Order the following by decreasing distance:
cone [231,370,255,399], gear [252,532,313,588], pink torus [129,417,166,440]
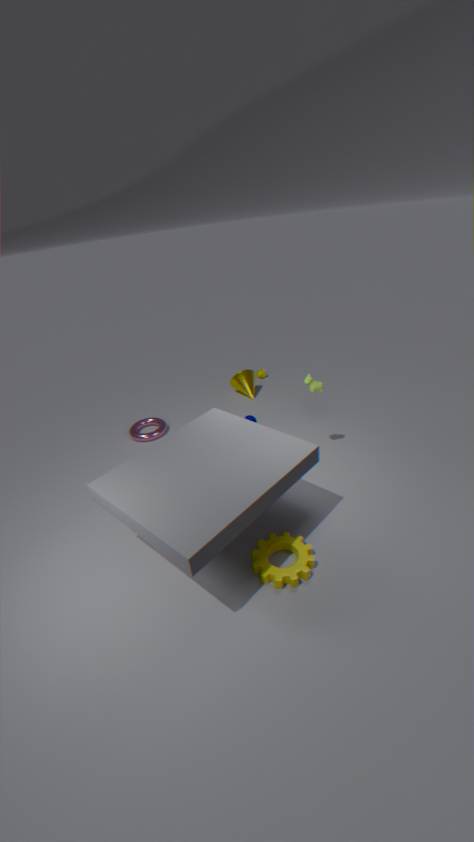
cone [231,370,255,399], pink torus [129,417,166,440], gear [252,532,313,588]
